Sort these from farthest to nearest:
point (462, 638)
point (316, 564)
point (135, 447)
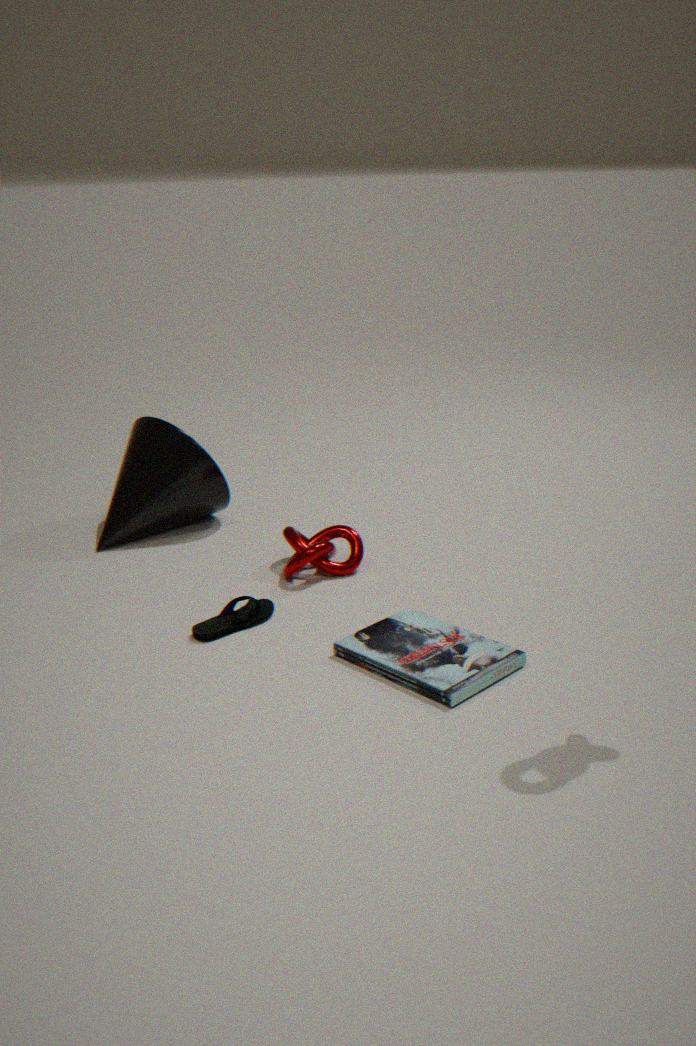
1. point (135, 447)
2. point (316, 564)
3. point (462, 638)
